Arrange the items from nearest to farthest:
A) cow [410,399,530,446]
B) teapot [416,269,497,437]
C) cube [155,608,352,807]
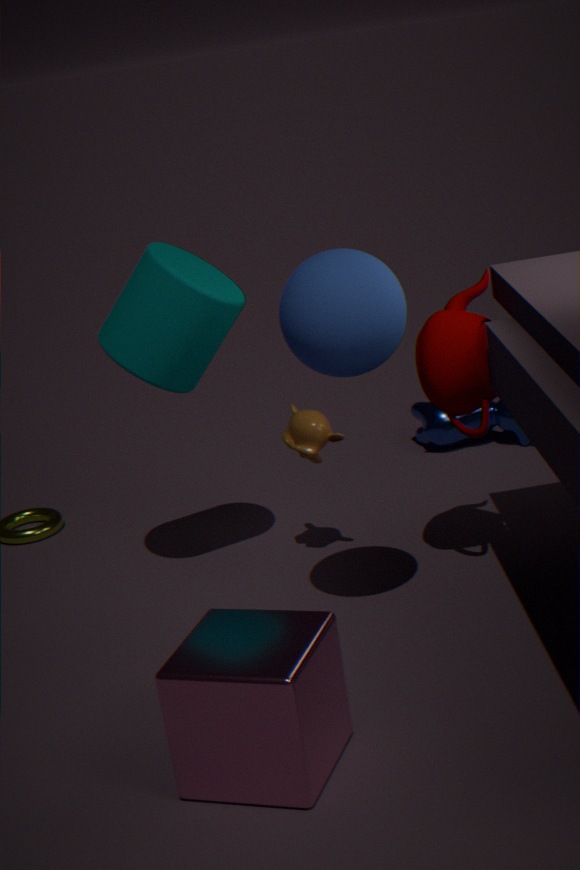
cube [155,608,352,807], teapot [416,269,497,437], cow [410,399,530,446]
